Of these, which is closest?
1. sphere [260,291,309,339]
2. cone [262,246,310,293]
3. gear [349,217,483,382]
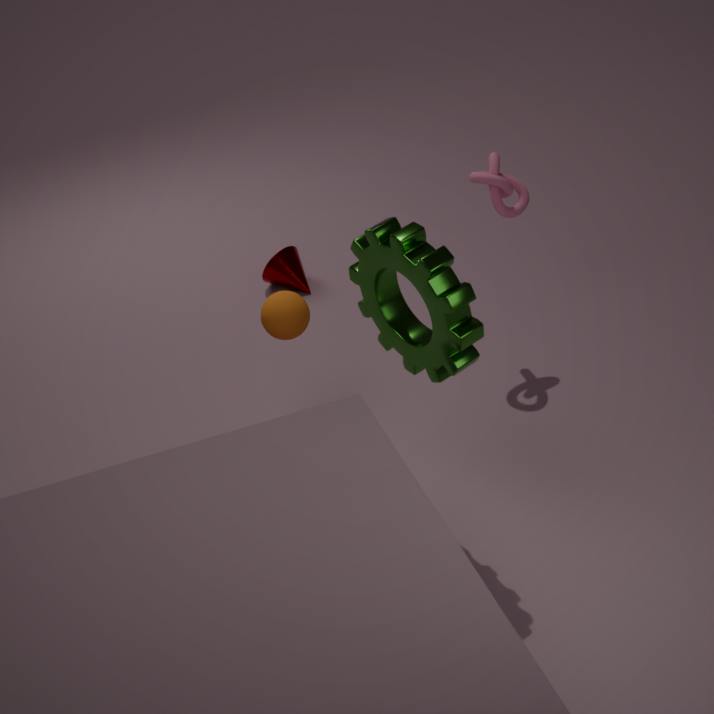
gear [349,217,483,382]
